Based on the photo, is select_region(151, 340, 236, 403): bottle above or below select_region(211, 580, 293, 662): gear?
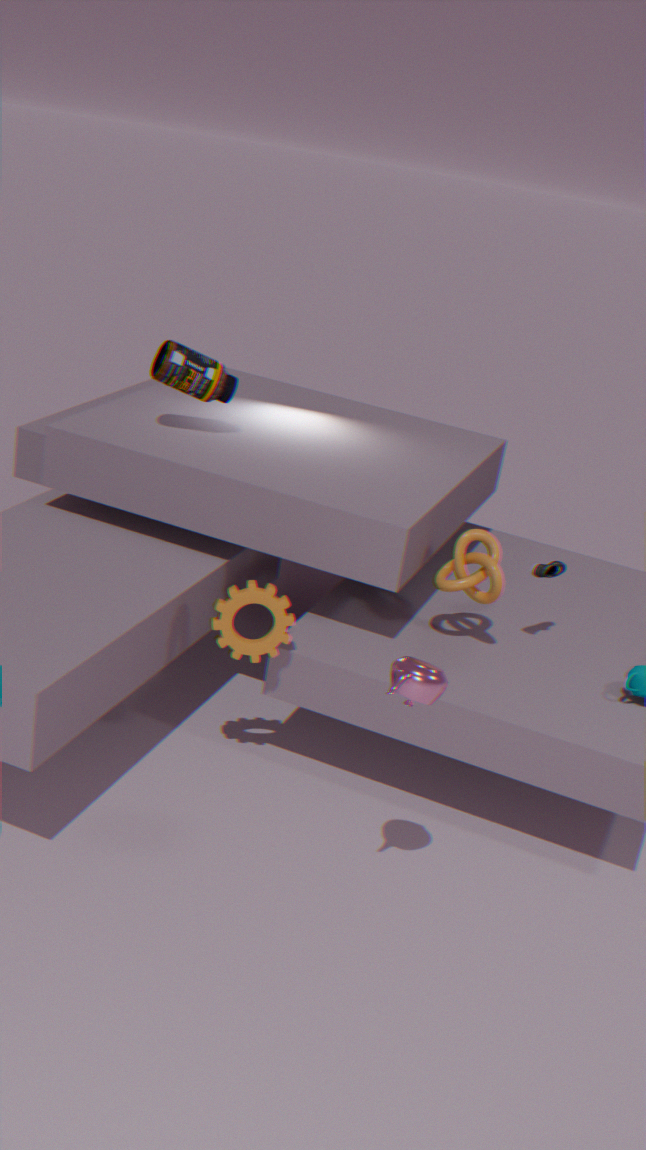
above
